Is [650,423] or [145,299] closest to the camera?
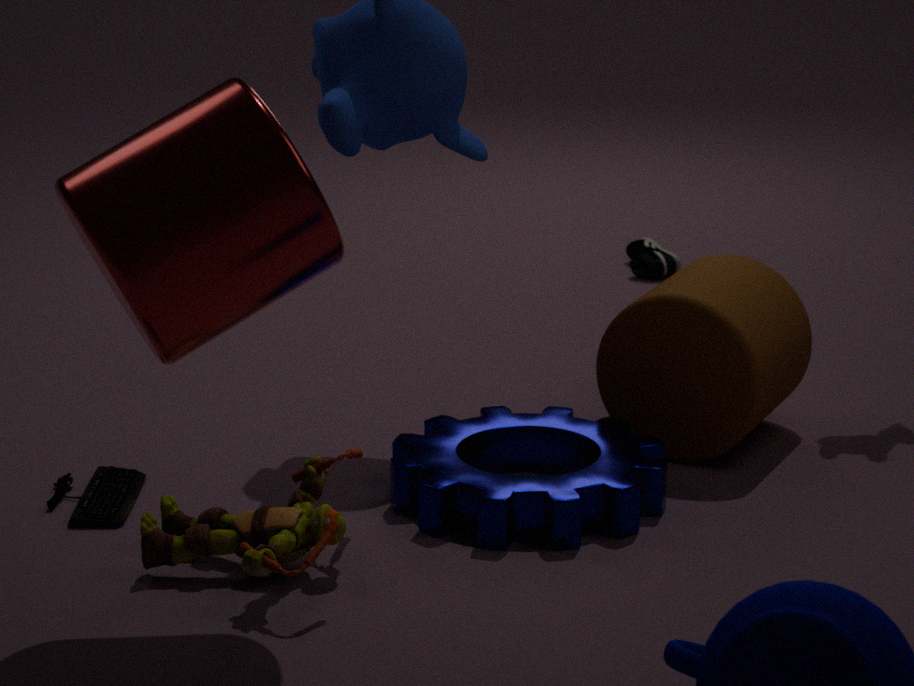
[145,299]
